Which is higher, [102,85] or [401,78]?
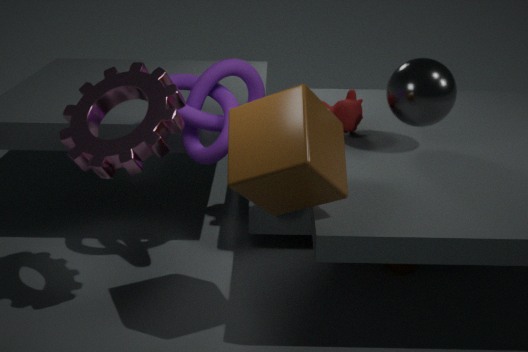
[102,85]
